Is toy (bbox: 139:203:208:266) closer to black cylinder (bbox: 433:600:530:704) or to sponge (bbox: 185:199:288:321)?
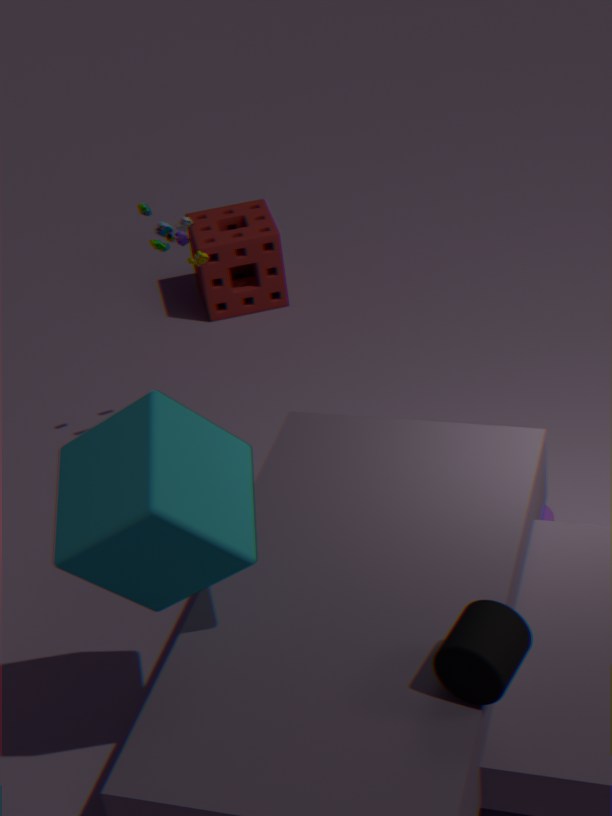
sponge (bbox: 185:199:288:321)
